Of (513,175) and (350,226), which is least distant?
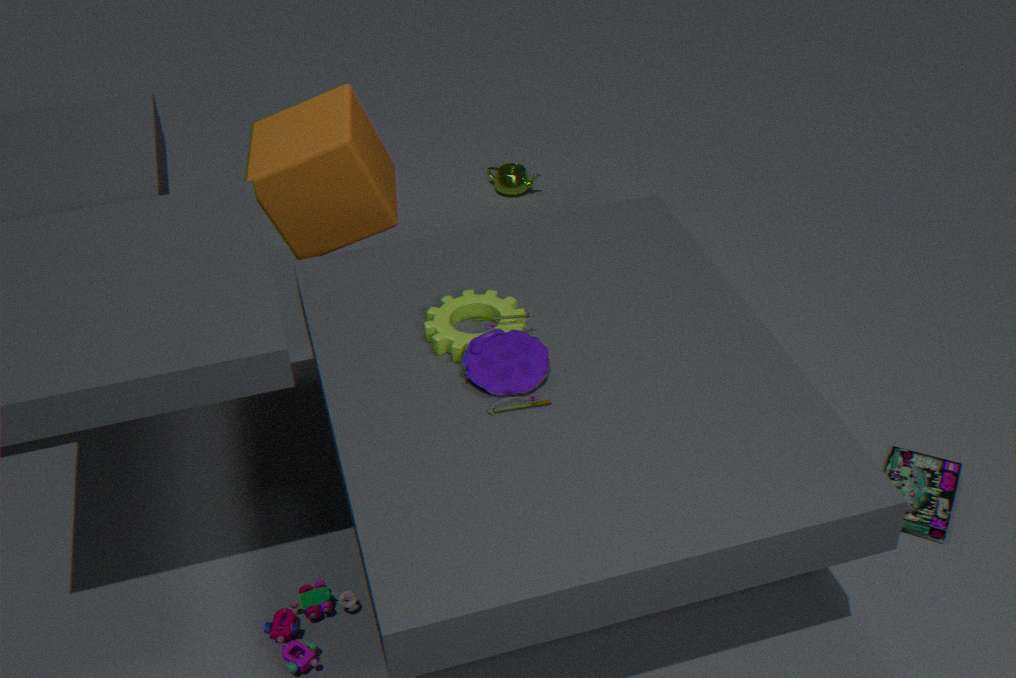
(350,226)
